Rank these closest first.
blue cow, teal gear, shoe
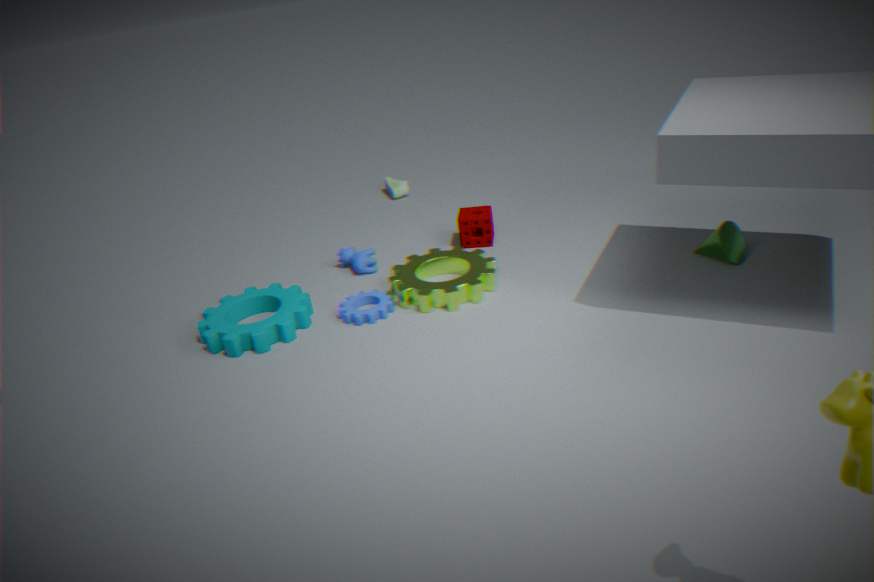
teal gear → blue cow → shoe
